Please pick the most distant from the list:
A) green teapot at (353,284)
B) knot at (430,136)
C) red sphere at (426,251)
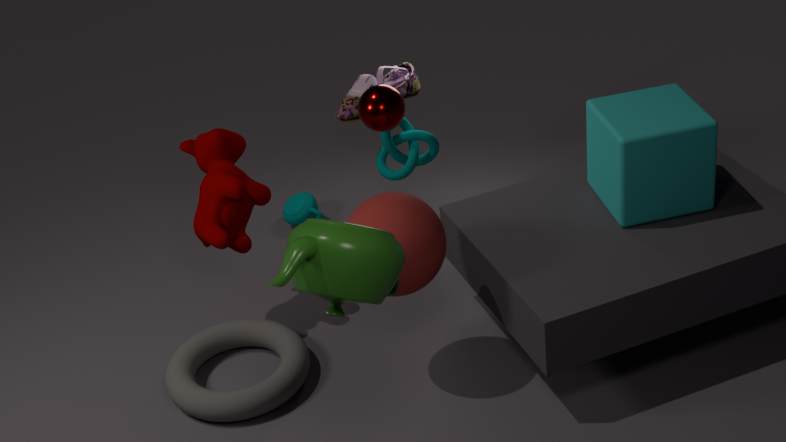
knot at (430,136)
